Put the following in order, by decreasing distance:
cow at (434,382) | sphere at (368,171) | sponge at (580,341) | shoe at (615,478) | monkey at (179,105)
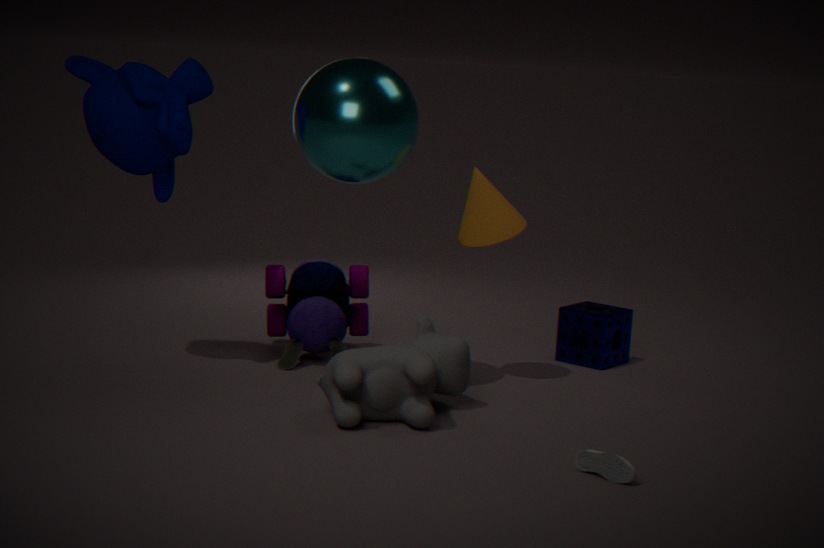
sponge at (580,341) → monkey at (179,105) → sphere at (368,171) → cow at (434,382) → shoe at (615,478)
